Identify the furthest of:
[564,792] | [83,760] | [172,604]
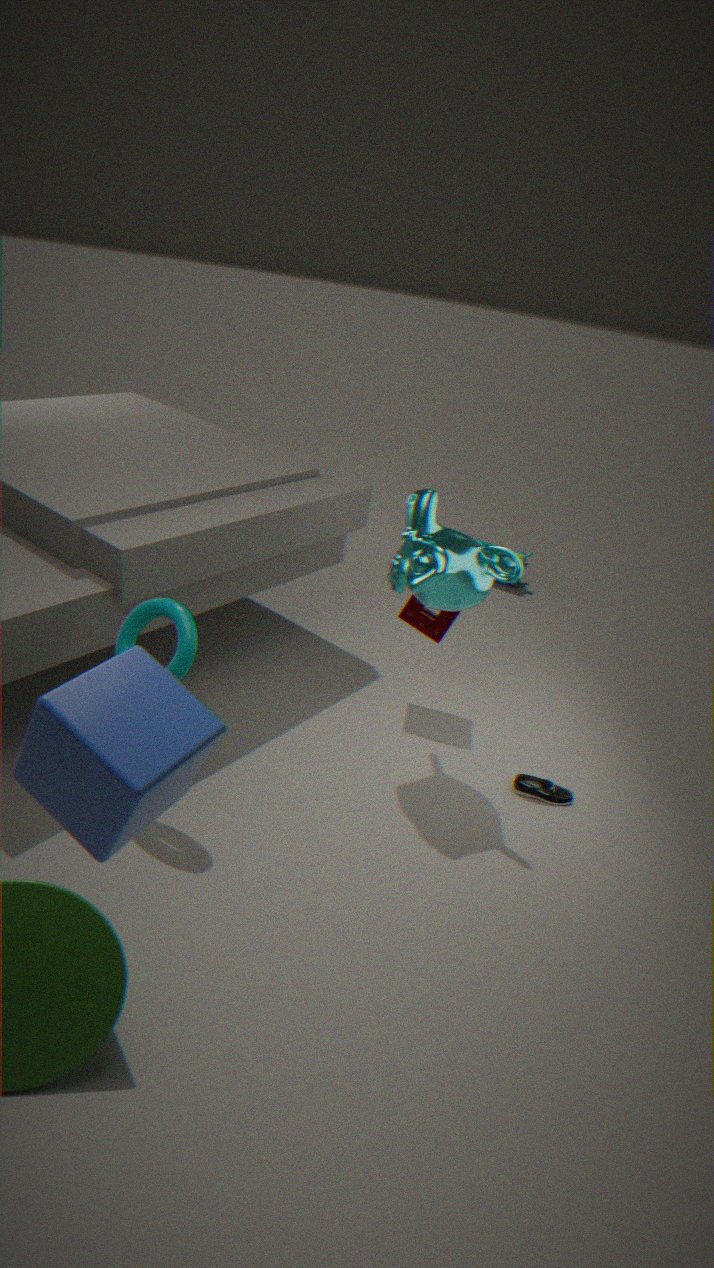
[564,792]
